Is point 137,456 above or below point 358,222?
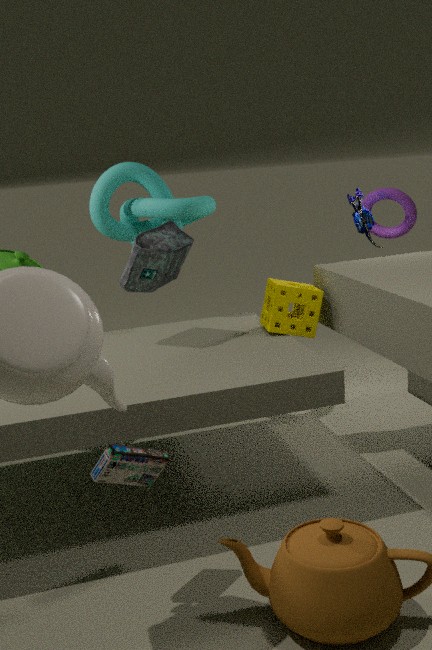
below
